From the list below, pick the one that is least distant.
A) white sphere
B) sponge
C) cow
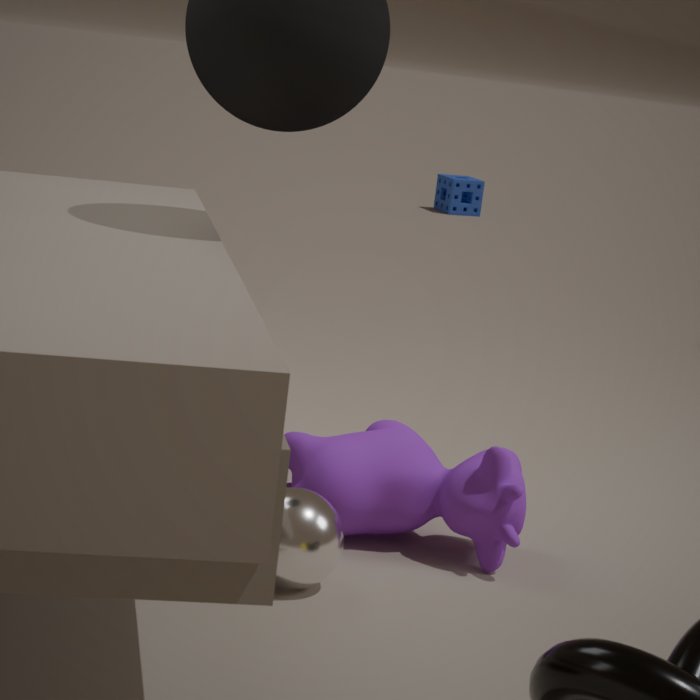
white sphere
